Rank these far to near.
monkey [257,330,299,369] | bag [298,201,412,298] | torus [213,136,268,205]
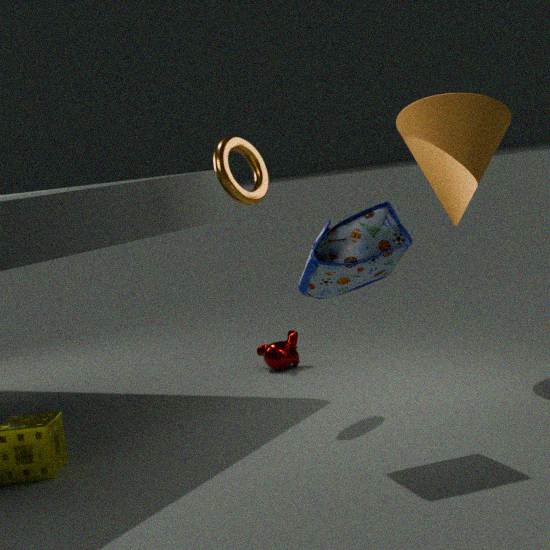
monkey [257,330,299,369], torus [213,136,268,205], bag [298,201,412,298]
